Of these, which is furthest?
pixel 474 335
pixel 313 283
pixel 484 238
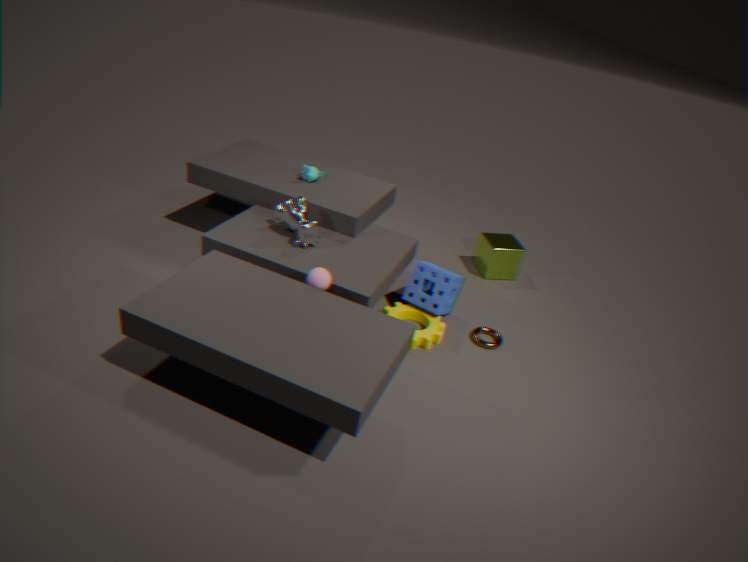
pixel 484 238
